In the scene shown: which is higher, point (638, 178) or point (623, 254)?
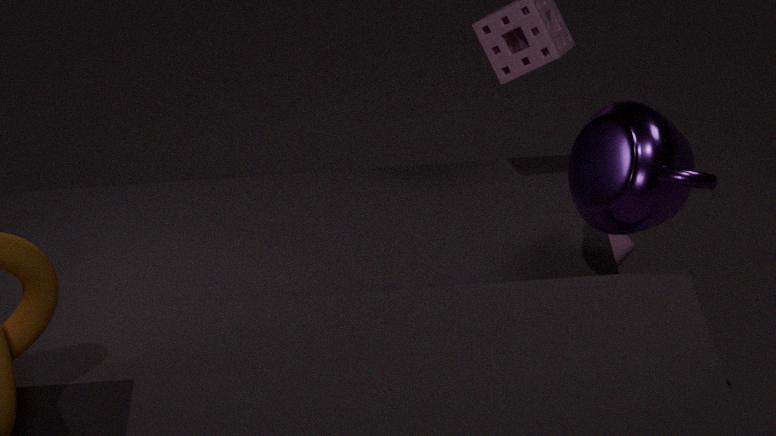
point (638, 178)
